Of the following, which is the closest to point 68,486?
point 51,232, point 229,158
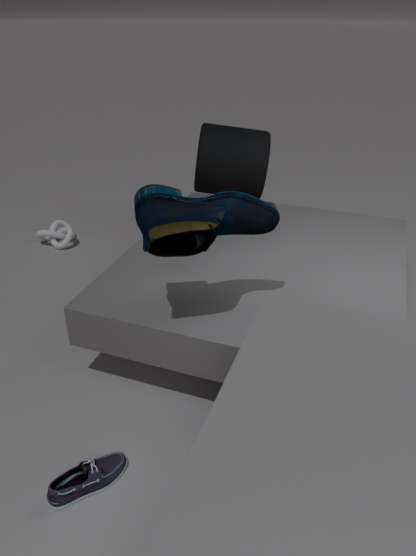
point 229,158
